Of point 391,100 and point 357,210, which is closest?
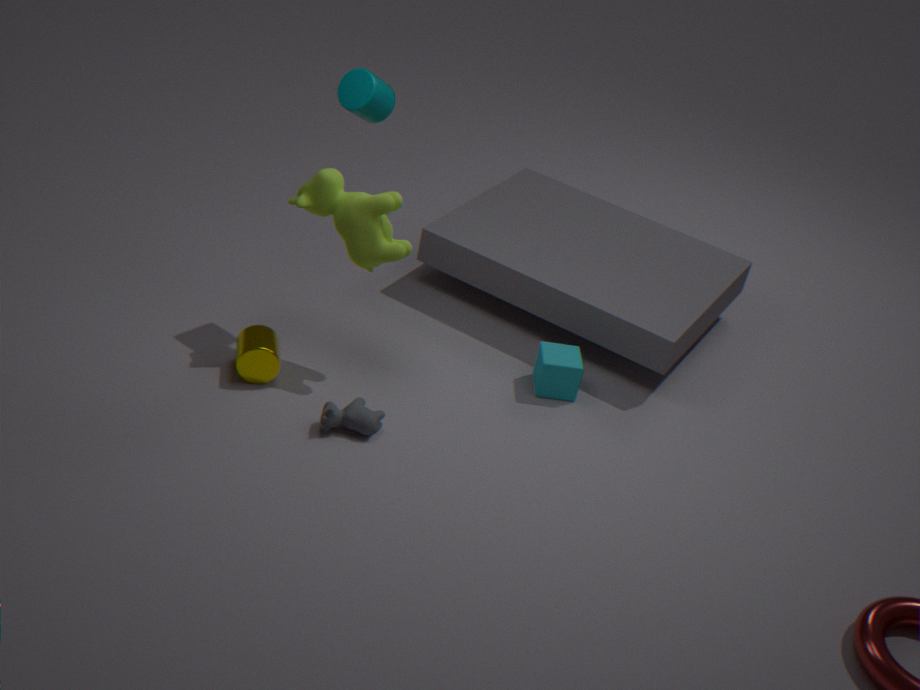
point 357,210
